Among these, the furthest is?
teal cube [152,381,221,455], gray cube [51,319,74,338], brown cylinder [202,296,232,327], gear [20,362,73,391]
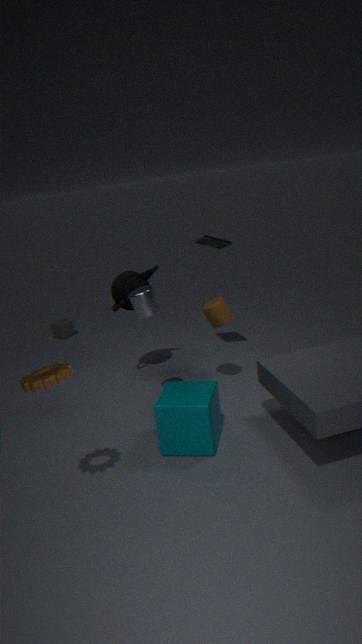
gray cube [51,319,74,338]
